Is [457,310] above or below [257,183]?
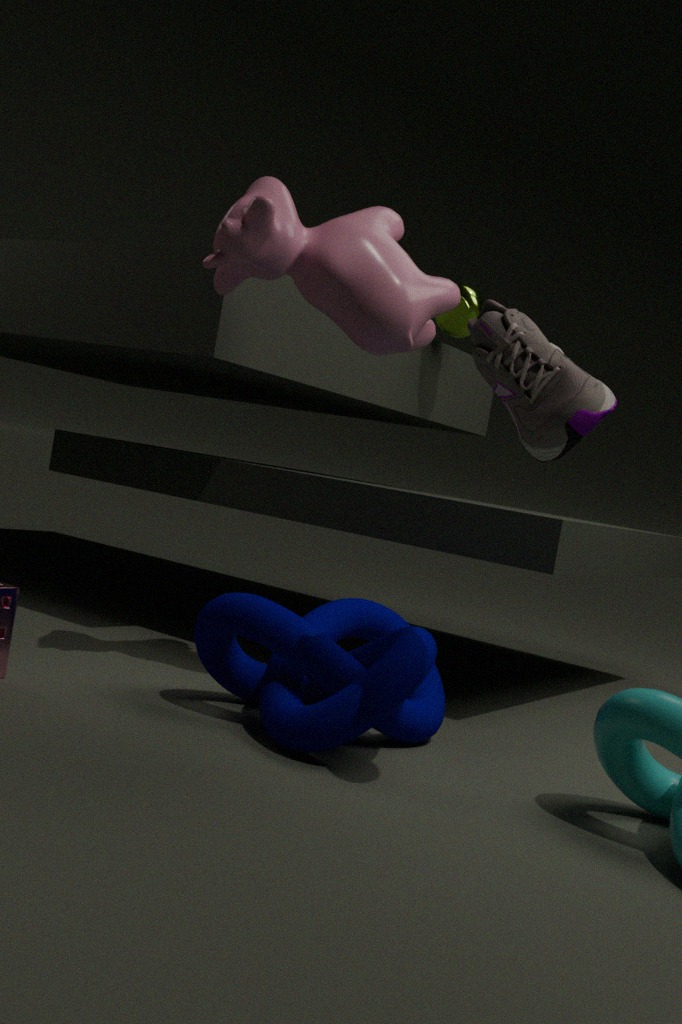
above
